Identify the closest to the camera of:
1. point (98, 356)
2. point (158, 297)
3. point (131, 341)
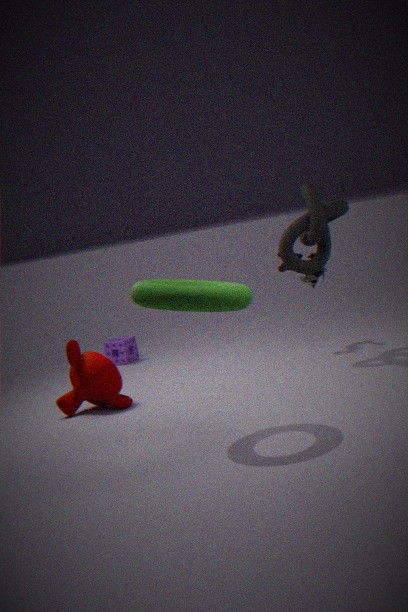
point (158, 297)
